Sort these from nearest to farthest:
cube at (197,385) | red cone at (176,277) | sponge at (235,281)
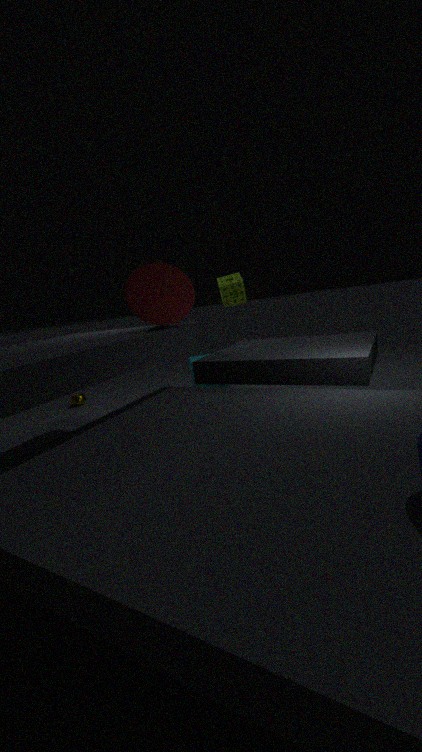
1. red cone at (176,277)
2. sponge at (235,281)
3. cube at (197,385)
